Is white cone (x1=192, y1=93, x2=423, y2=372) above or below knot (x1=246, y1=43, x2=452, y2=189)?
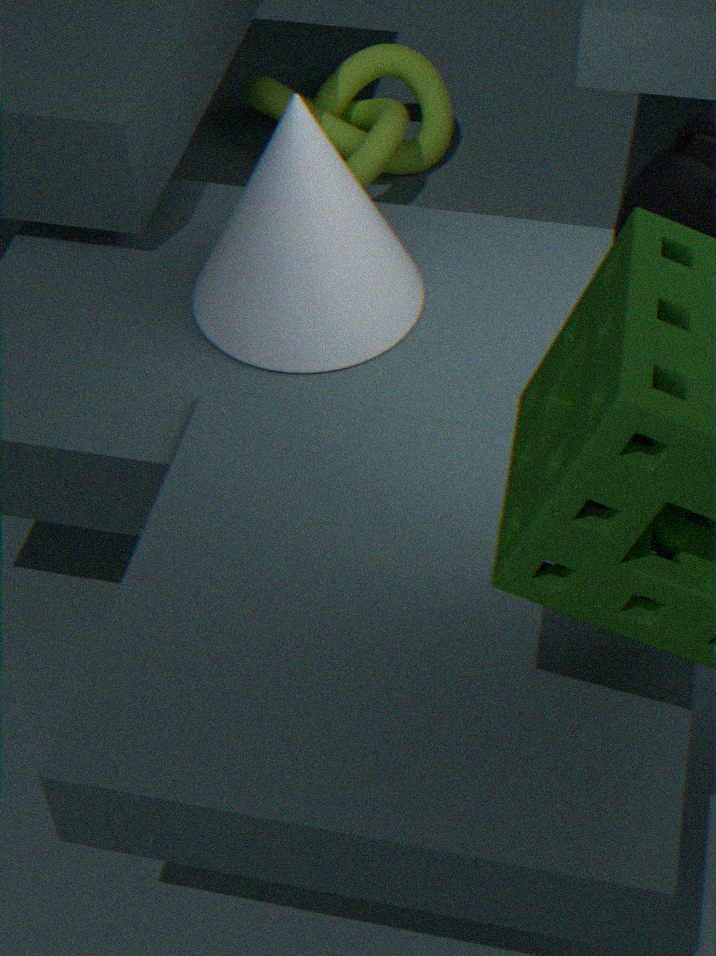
above
